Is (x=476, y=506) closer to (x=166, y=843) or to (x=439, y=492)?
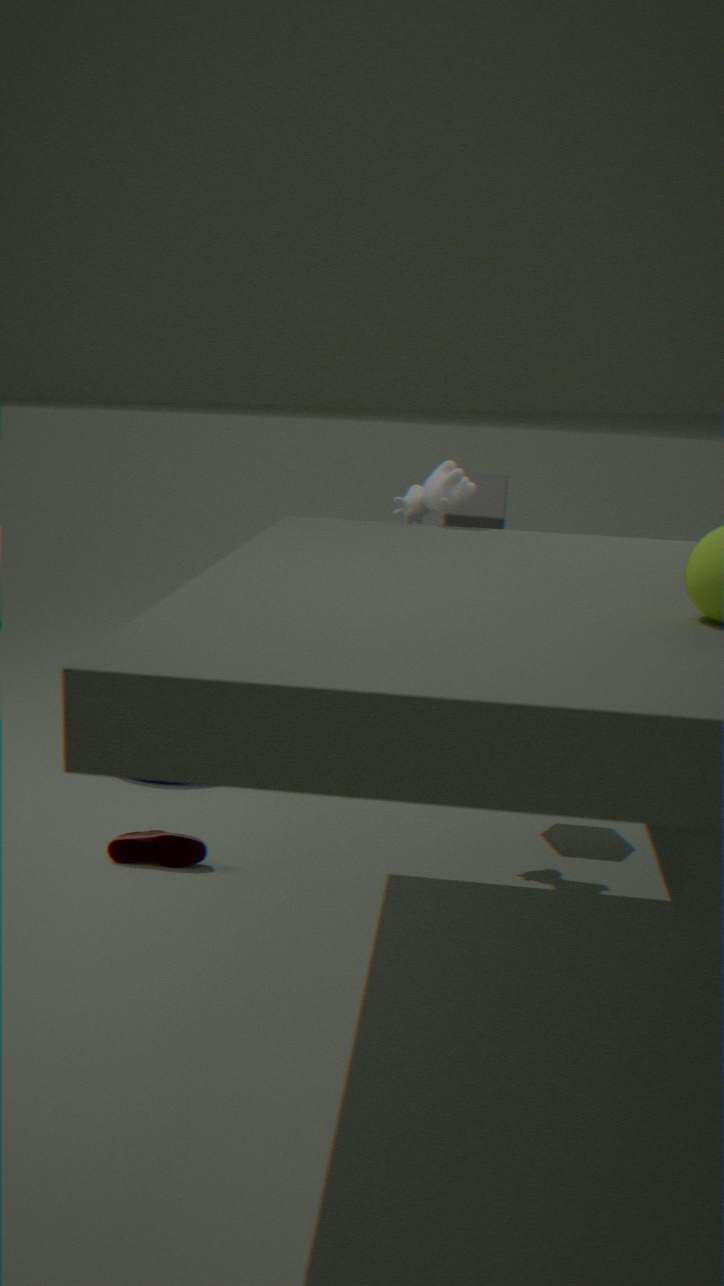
(x=439, y=492)
